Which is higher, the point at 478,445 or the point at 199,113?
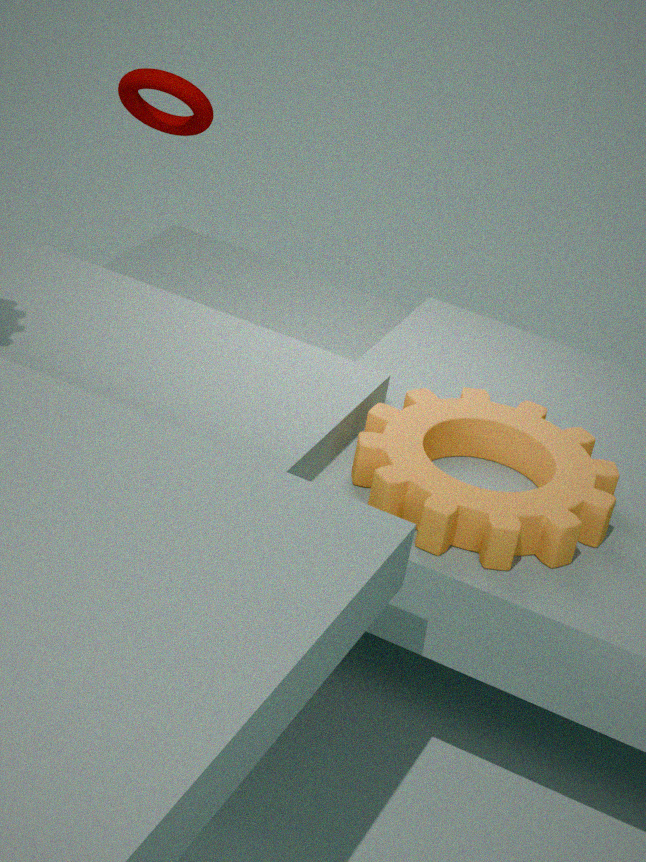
the point at 199,113
